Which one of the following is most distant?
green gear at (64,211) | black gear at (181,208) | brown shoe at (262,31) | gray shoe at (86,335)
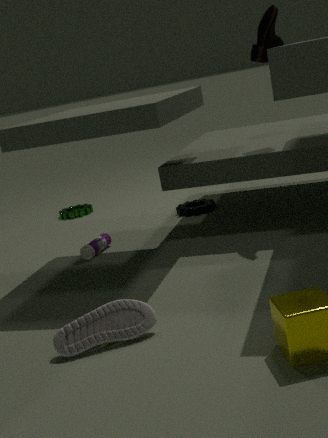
green gear at (64,211)
